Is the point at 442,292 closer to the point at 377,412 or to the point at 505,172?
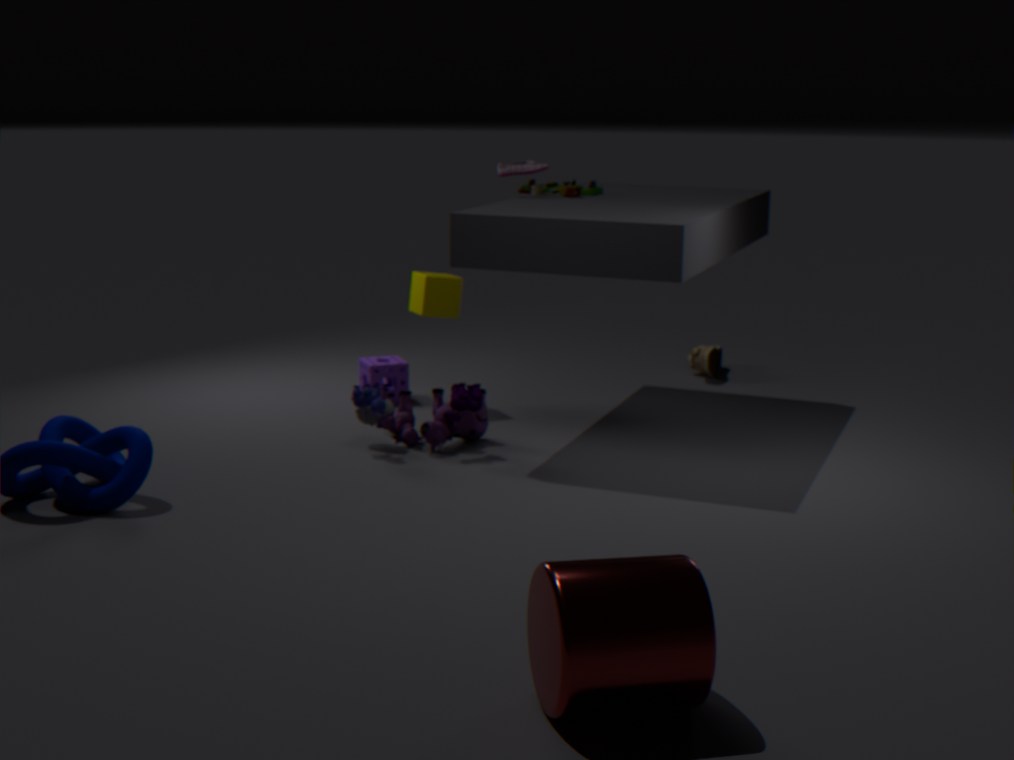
the point at 505,172
